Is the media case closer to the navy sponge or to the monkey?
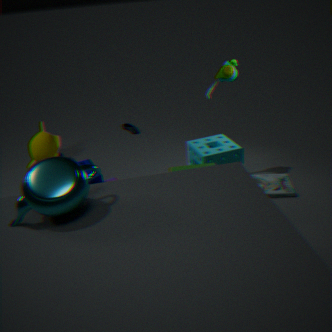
the navy sponge
